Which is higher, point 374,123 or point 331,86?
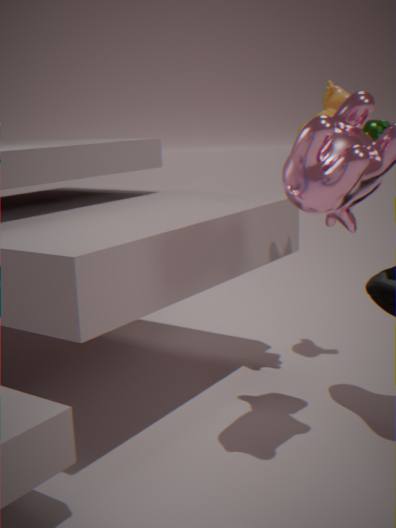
point 331,86
